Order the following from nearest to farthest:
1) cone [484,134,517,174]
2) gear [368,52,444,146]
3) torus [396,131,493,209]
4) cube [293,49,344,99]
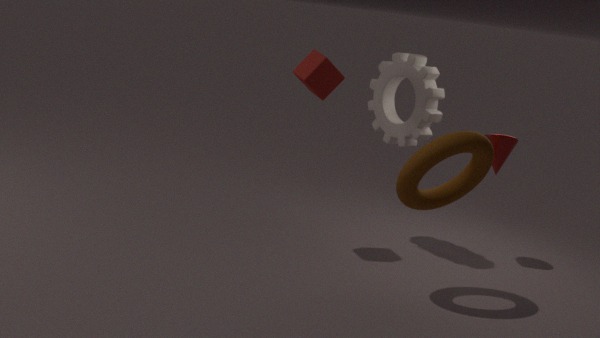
3. torus [396,131,493,209] → 4. cube [293,49,344,99] → 2. gear [368,52,444,146] → 1. cone [484,134,517,174]
